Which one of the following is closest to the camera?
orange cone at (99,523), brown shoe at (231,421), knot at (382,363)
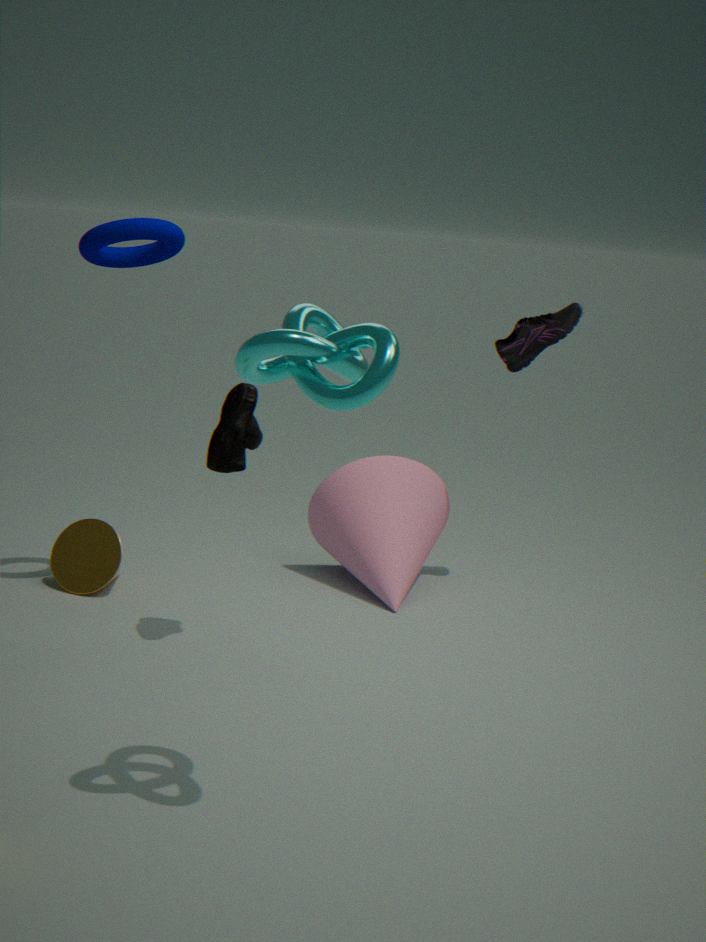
knot at (382,363)
